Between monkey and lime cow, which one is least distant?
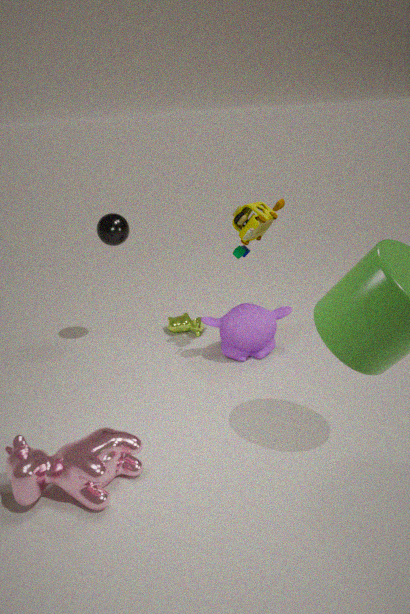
monkey
